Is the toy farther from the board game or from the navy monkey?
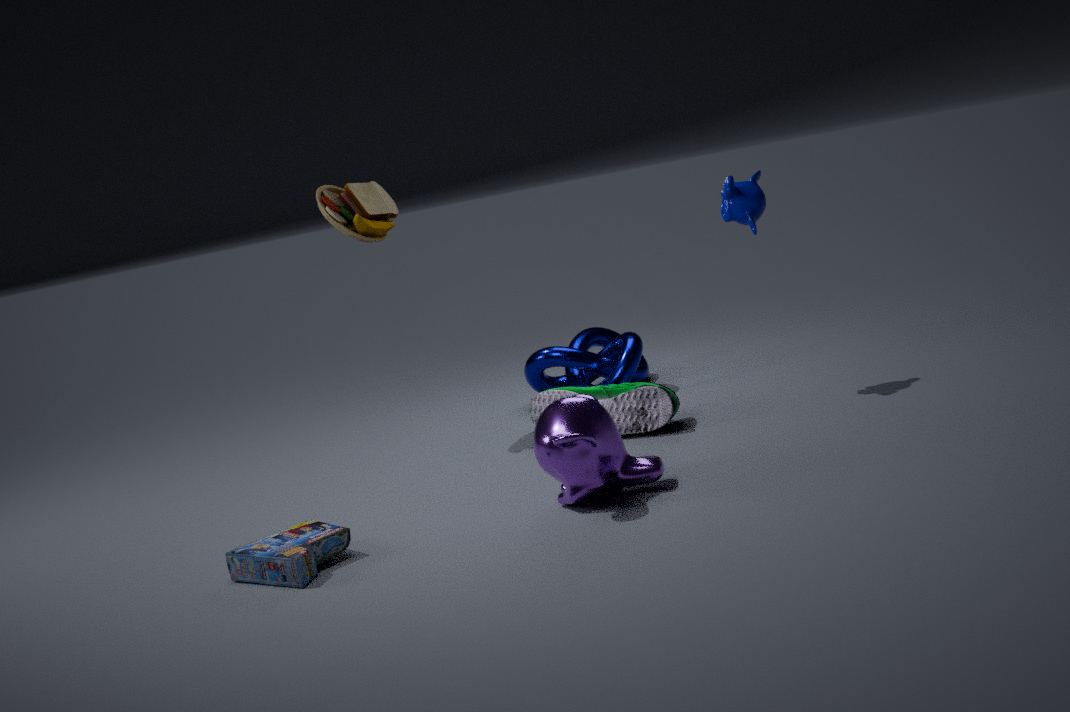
the navy monkey
